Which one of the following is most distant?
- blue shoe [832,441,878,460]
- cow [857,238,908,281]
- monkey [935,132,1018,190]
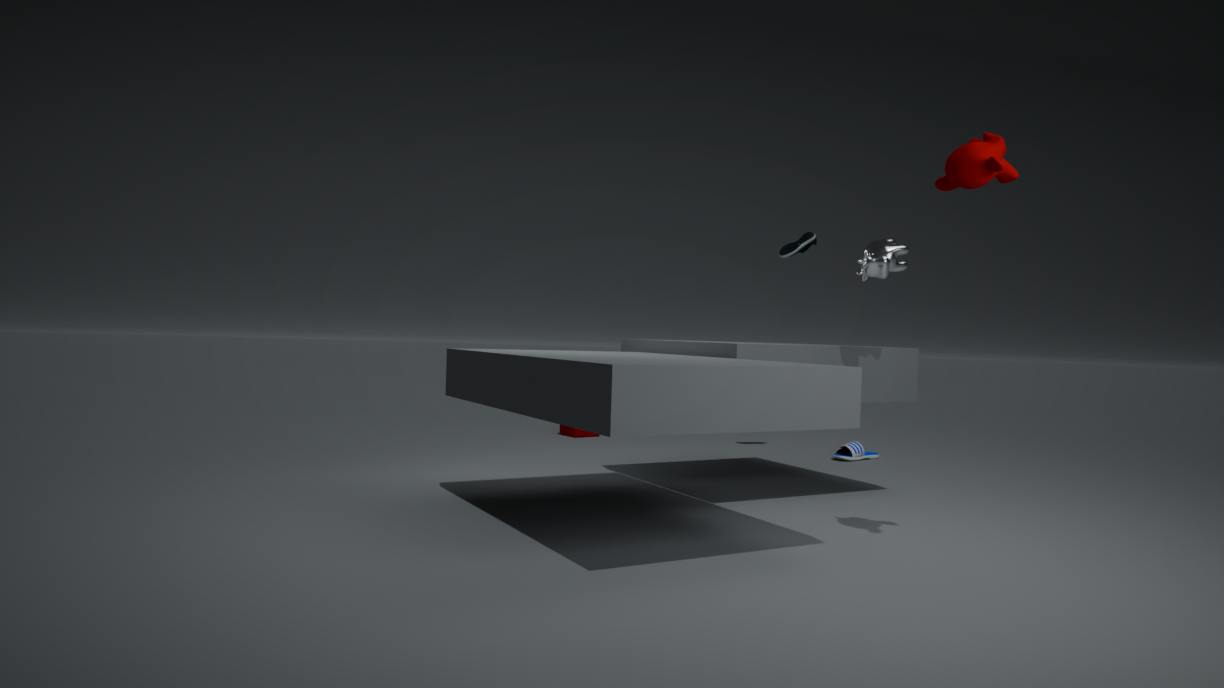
blue shoe [832,441,878,460]
